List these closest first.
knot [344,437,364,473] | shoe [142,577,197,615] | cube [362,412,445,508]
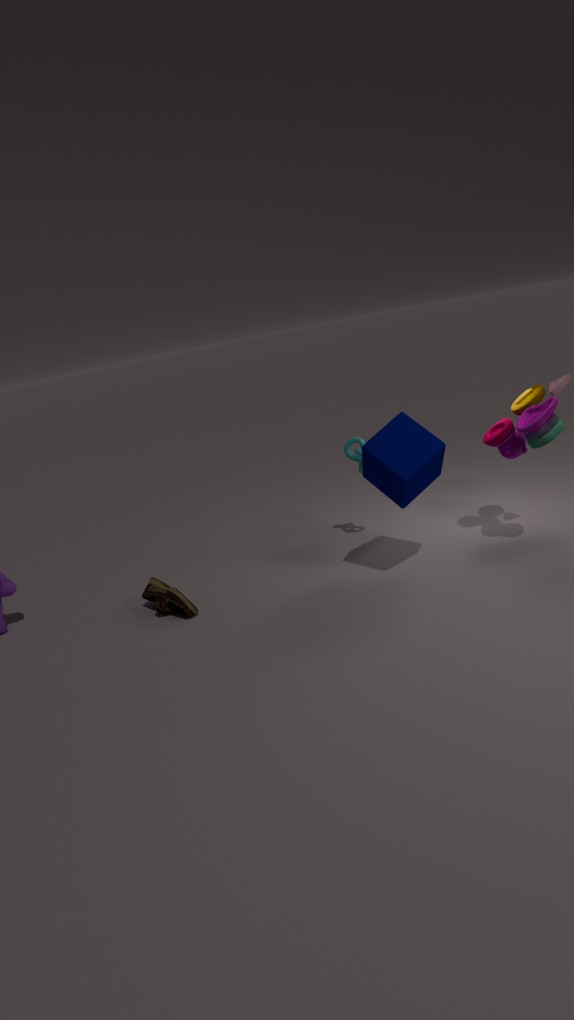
1. cube [362,412,445,508]
2. shoe [142,577,197,615]
3. knot [344,437,364,473]
